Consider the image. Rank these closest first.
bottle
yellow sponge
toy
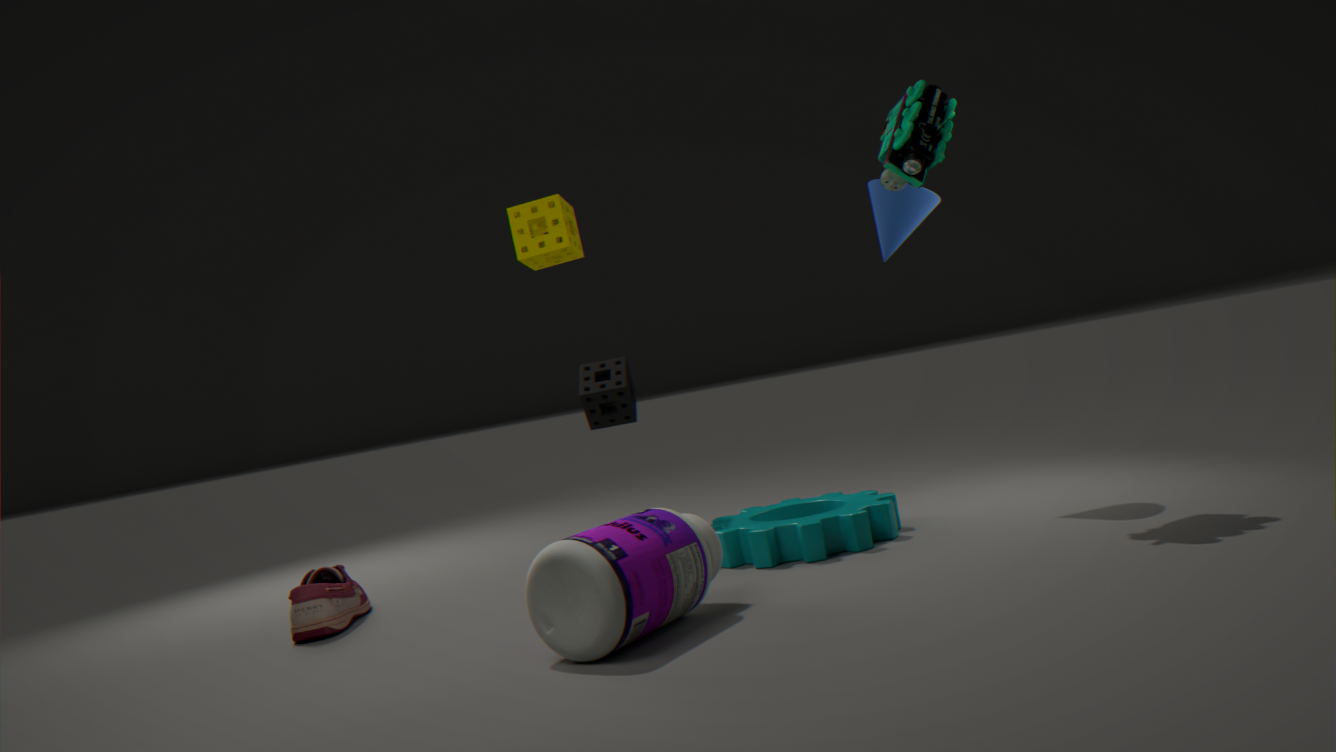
1. bottle
2. toy
3. yellow sponge
